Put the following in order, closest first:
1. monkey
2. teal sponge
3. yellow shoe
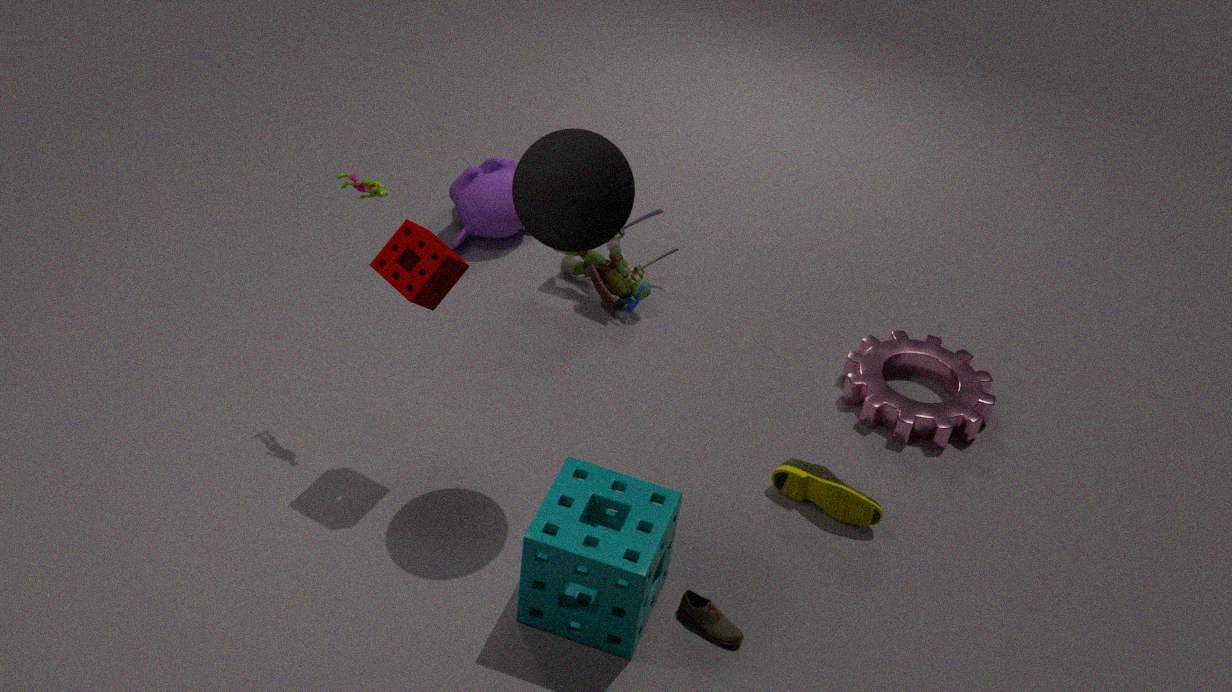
teal sponge < yellow shoe < monkey
